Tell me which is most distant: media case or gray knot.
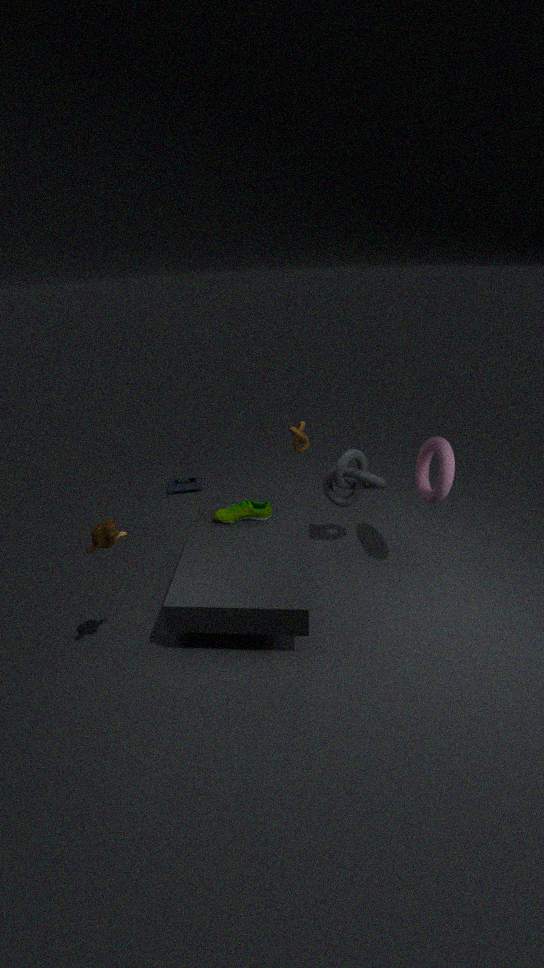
media case
